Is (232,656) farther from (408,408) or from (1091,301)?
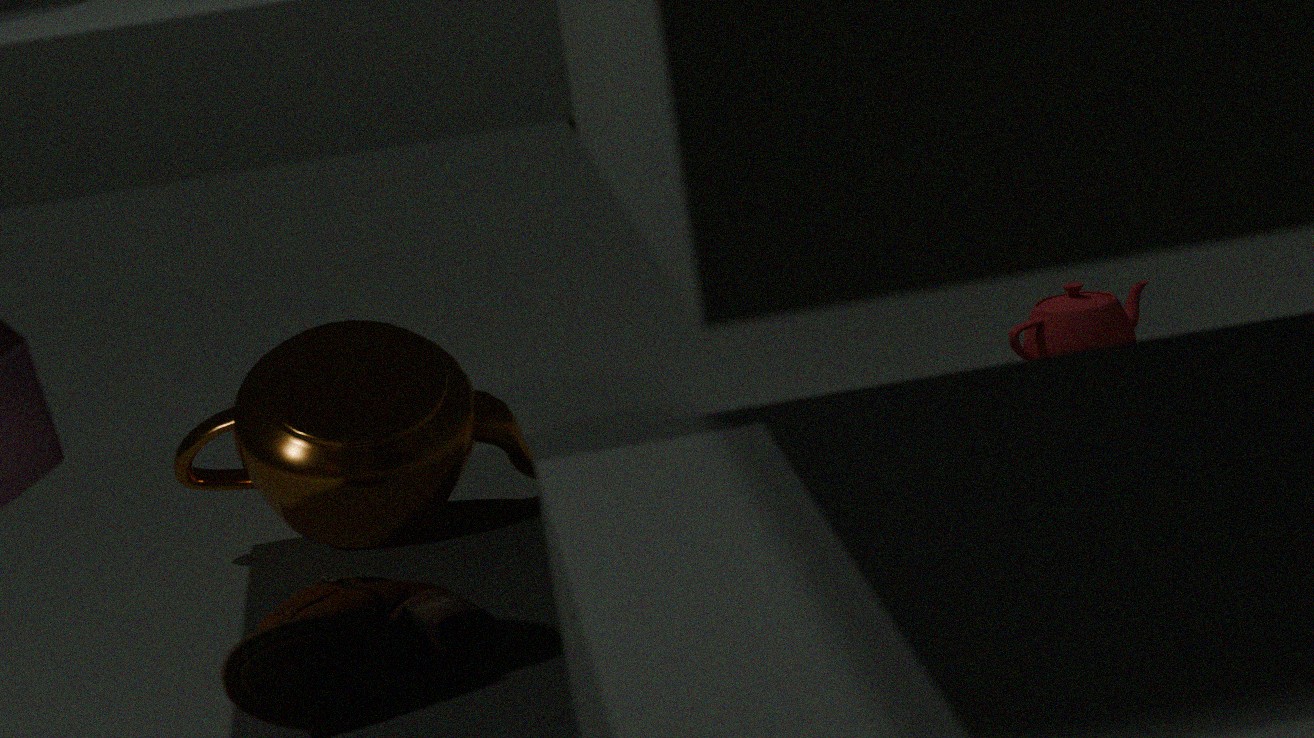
(1091,301)
